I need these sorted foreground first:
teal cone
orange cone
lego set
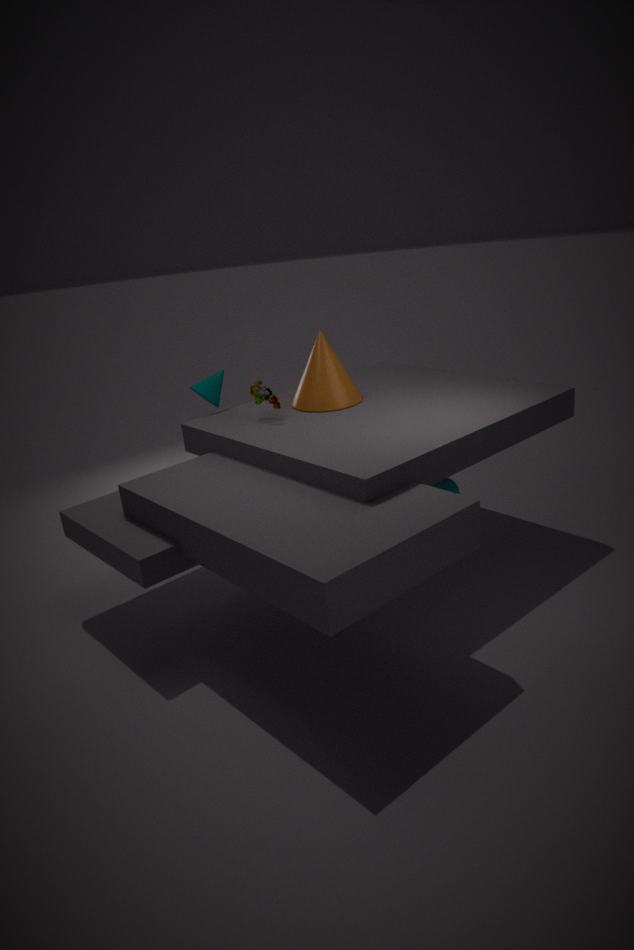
lego set → orange cone → teal cone
